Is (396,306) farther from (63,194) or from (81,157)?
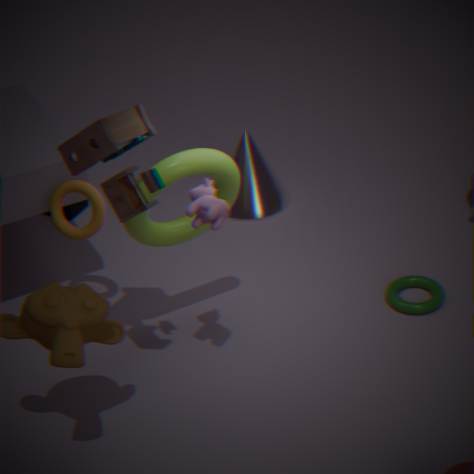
(81,157)
